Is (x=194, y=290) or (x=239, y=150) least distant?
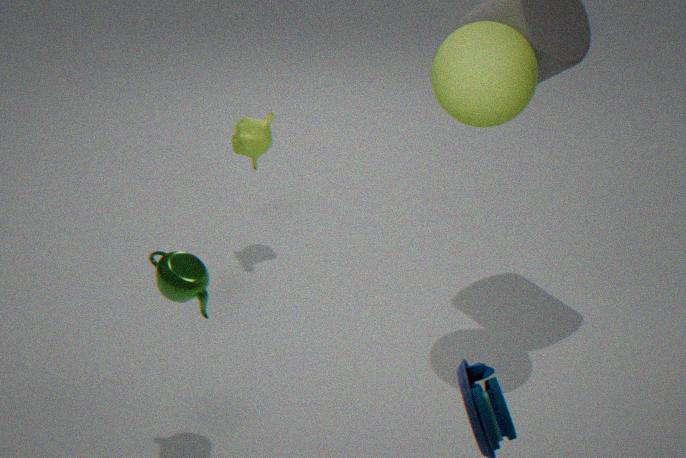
(x=194, y=290)
